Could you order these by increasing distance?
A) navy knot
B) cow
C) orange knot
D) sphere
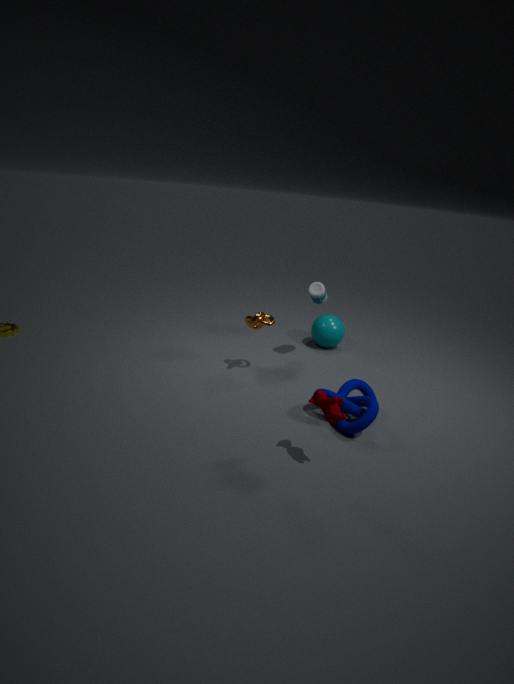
cow, navy knot, orange knot, sphere
